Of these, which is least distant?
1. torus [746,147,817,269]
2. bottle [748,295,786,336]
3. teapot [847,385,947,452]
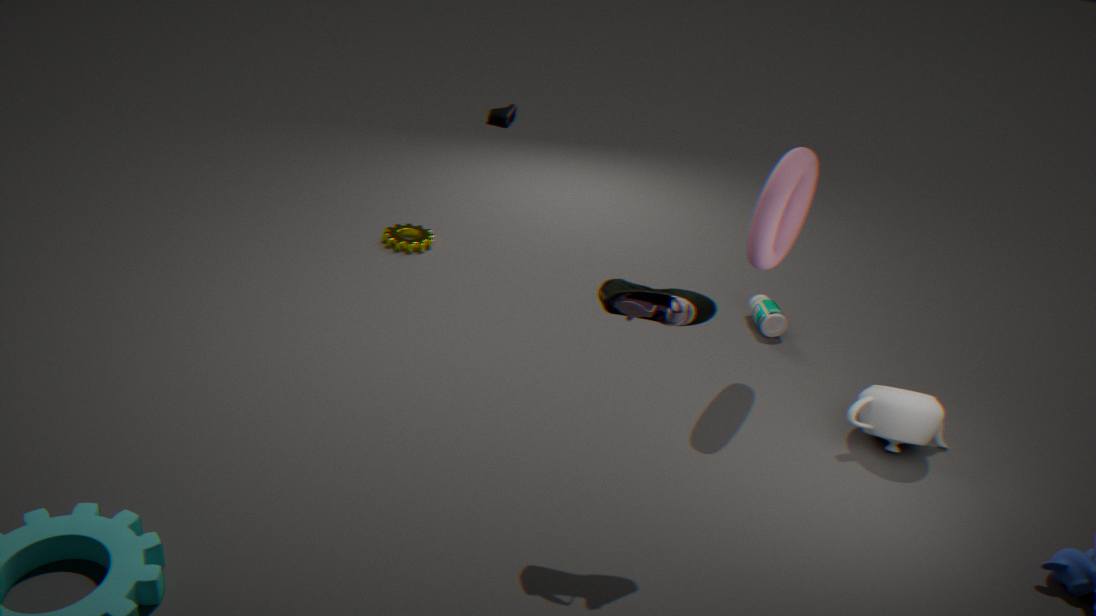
torus [746,147,817,269]
